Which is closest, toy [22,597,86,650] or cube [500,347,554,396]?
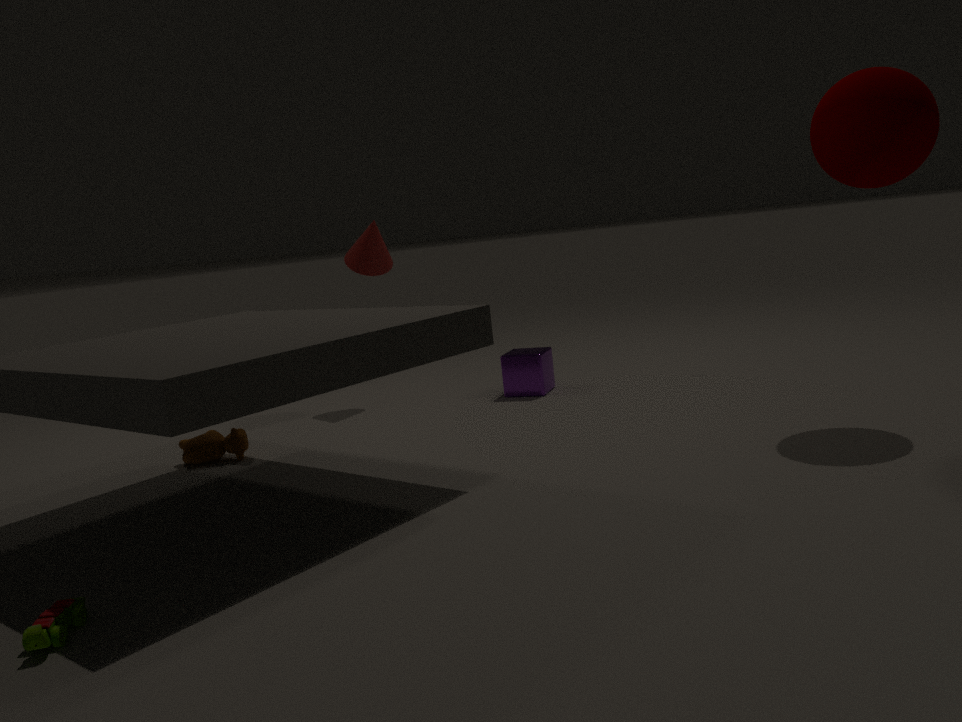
toy [22,597,86,650]
